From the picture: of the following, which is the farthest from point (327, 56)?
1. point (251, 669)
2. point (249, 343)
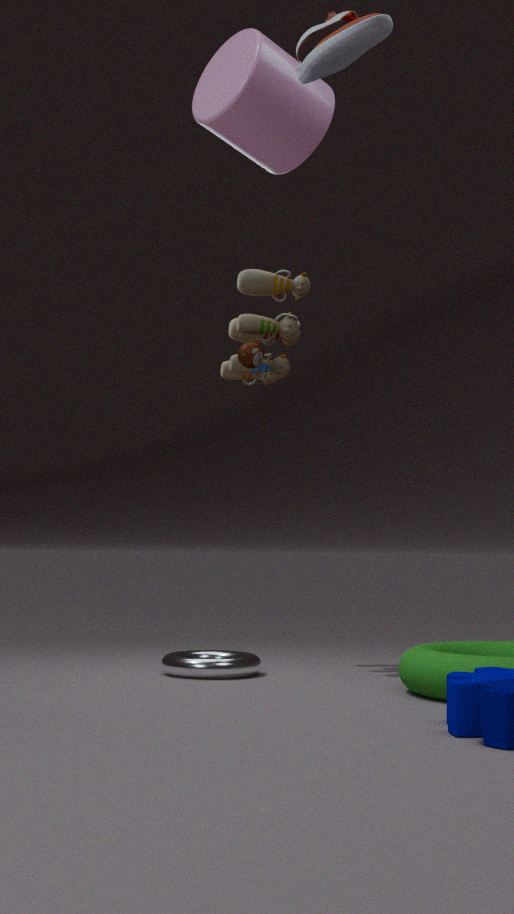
point (251, 669)
